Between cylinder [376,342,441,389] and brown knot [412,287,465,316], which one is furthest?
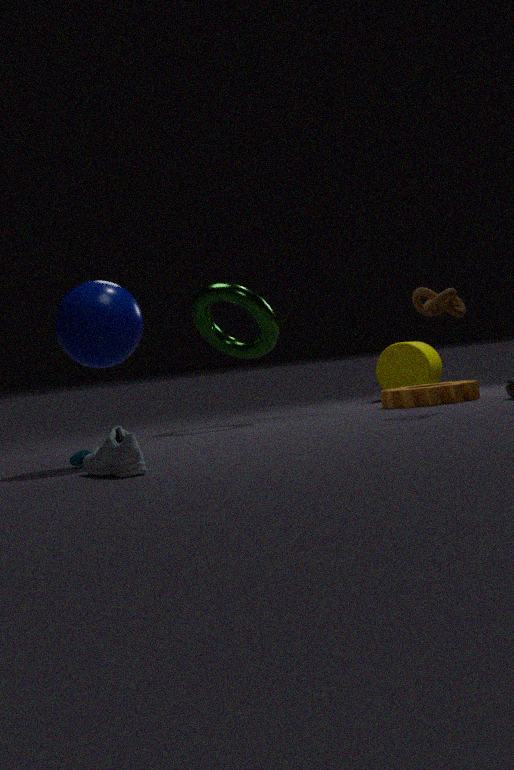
cylinder [376,342,441,389]
